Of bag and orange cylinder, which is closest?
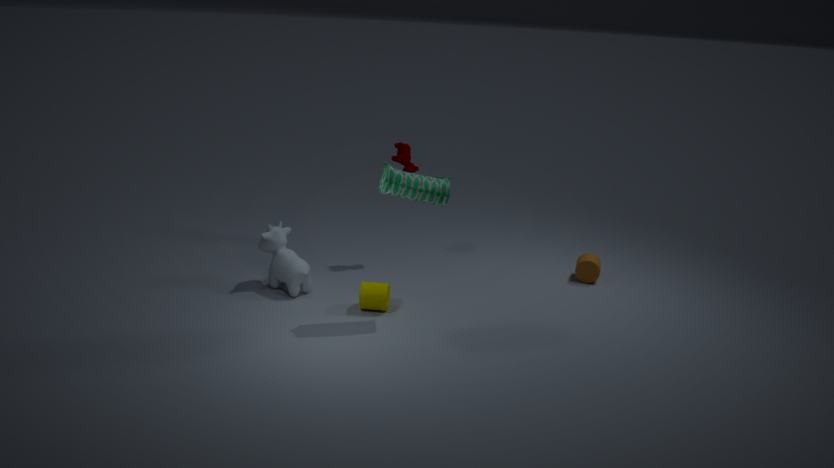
bag
